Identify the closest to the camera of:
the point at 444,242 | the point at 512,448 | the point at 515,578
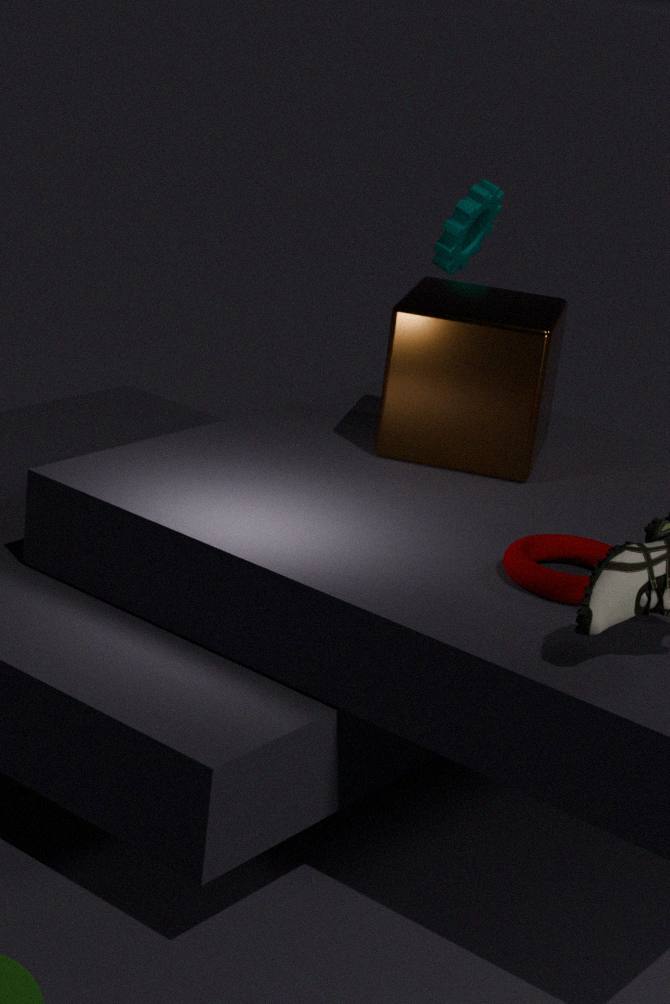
the point at 515,578
